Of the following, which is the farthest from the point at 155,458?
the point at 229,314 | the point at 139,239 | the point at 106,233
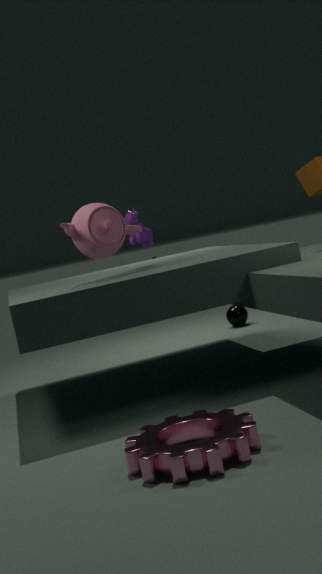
the point at 229,314
